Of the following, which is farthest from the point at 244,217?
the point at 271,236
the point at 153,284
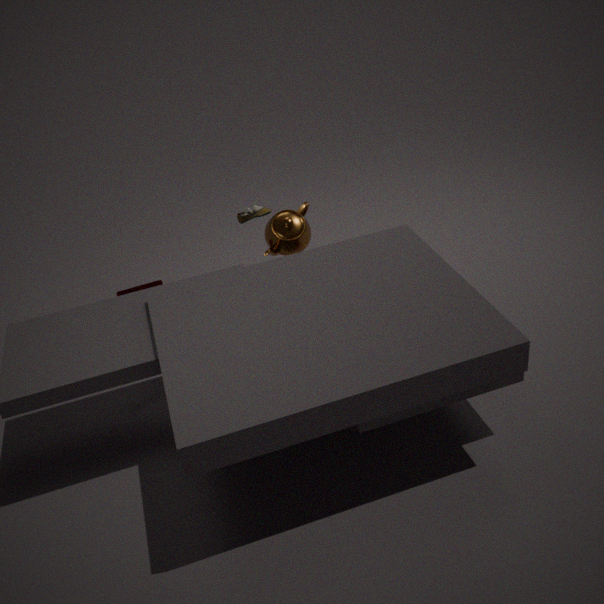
the point at 153,284
